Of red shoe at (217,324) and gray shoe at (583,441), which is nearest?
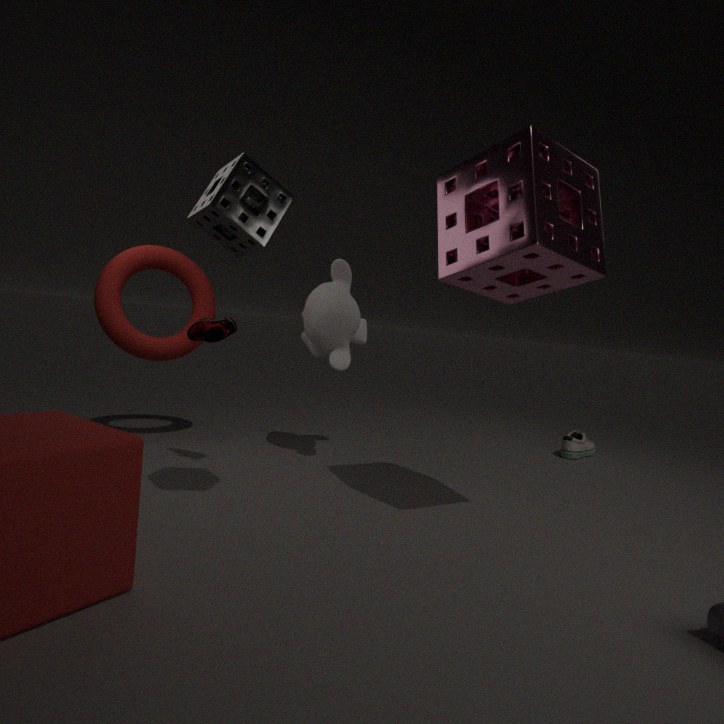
red shoe at (217,324)
